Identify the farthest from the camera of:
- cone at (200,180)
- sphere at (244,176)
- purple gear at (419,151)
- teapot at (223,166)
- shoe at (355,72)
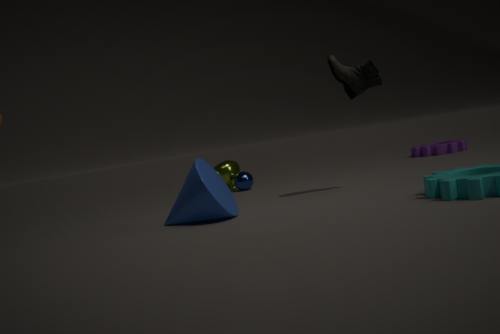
purple gear at (419,151)
